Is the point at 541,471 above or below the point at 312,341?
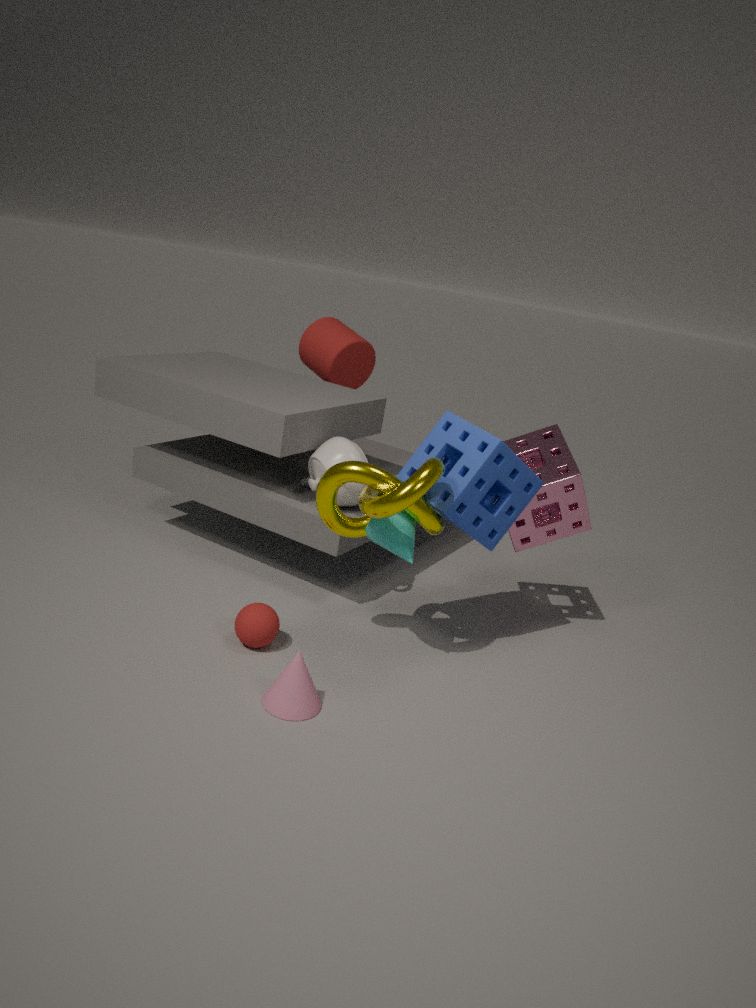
below
